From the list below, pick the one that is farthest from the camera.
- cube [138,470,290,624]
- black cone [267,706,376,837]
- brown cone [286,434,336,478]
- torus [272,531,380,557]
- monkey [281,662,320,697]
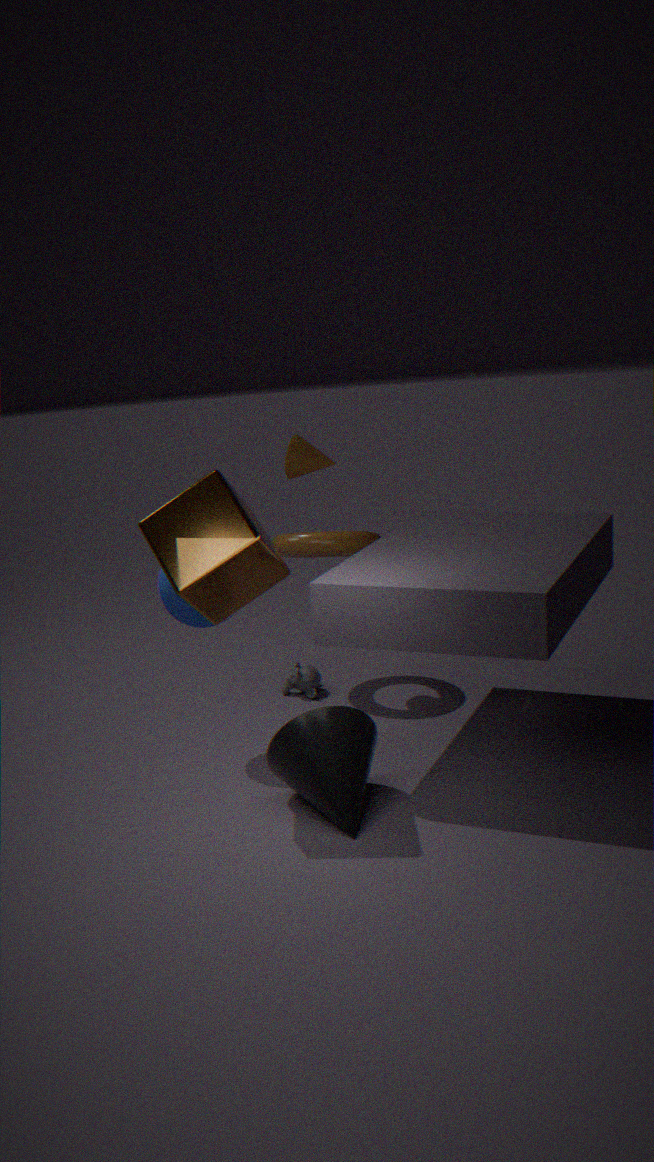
monkey [281,662,320,697]
